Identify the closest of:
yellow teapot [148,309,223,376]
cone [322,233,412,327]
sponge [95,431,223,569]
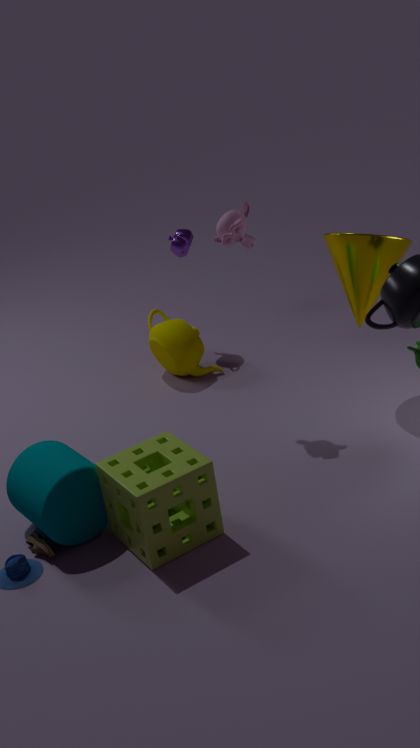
sponge [95,431,223,569]
